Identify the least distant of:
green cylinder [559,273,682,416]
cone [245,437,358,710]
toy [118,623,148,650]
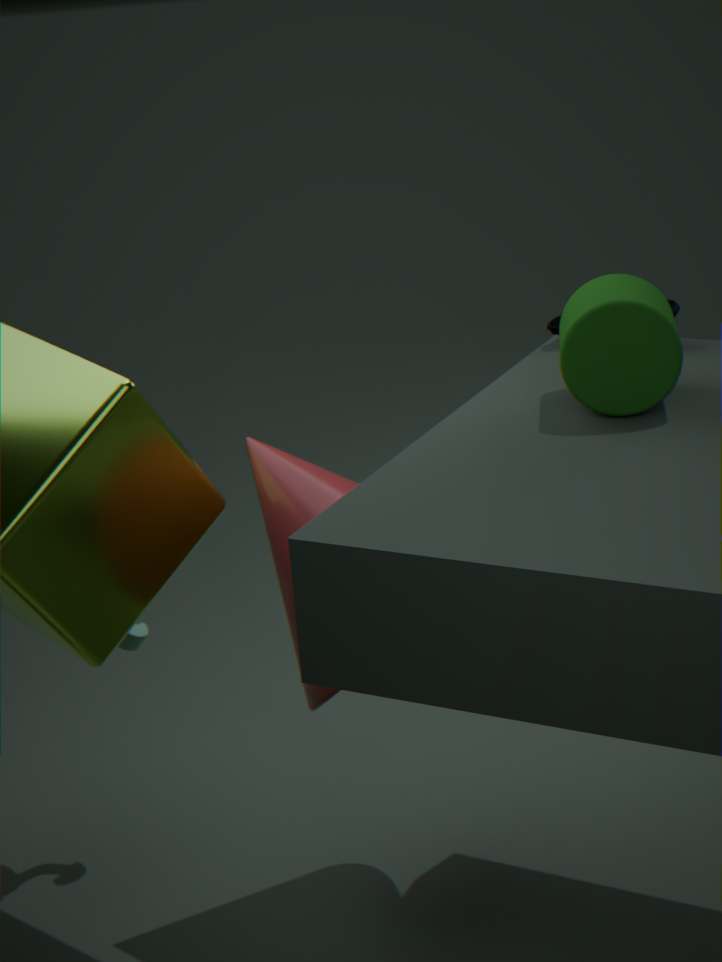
green cylinder [559,273,682,416]
